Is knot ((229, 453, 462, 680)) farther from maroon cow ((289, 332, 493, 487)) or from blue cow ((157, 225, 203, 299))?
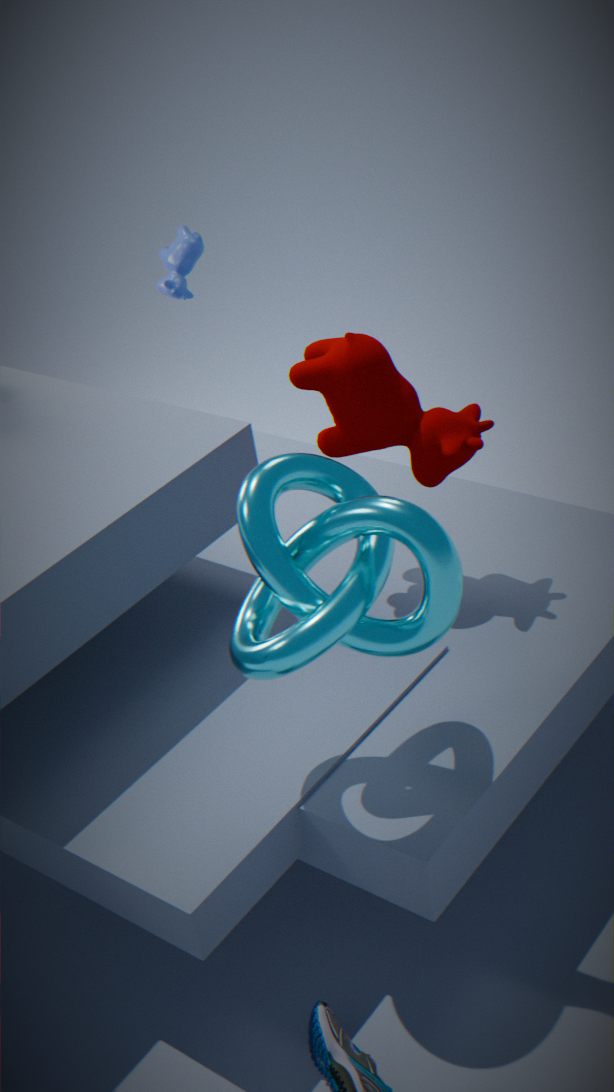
blue cow ((157, 225, 203, 299))
